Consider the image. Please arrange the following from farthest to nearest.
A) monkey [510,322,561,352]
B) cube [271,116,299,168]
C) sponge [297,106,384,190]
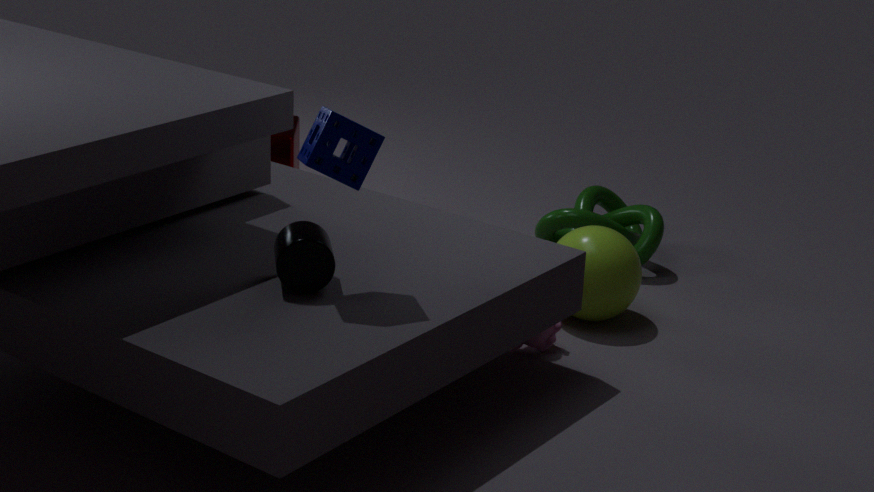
cube [271,116,299,168] < monkey [510,322,561,352] < sponge [297,106,384,190]
